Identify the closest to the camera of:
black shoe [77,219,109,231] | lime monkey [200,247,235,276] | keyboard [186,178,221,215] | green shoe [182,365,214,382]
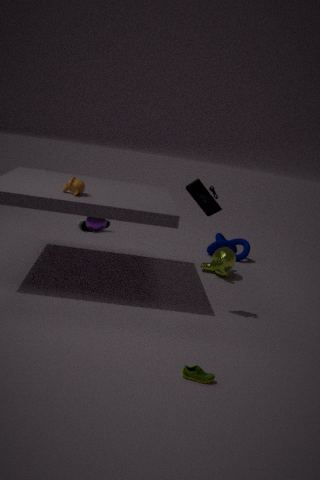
green shoe [182,365,214,382]
